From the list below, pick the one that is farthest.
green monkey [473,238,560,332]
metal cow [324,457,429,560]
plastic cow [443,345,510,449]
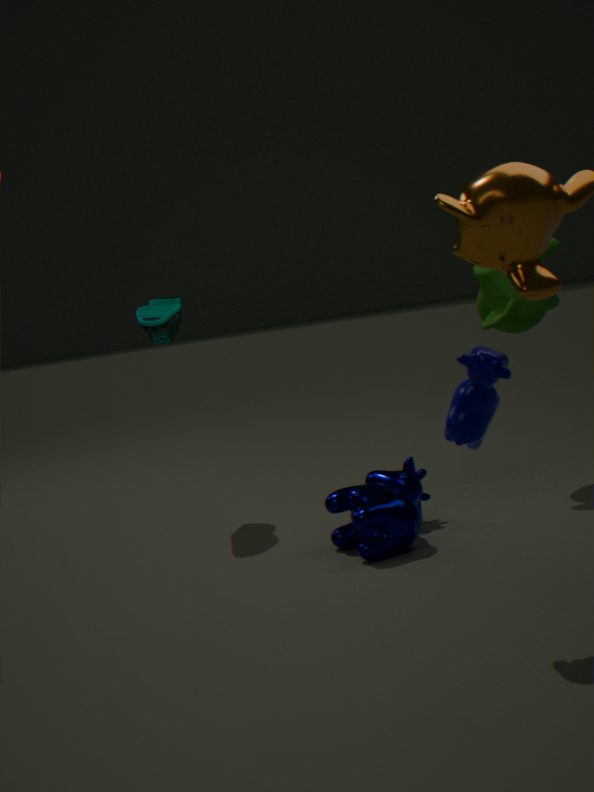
green monkey [473,238,560,332]
